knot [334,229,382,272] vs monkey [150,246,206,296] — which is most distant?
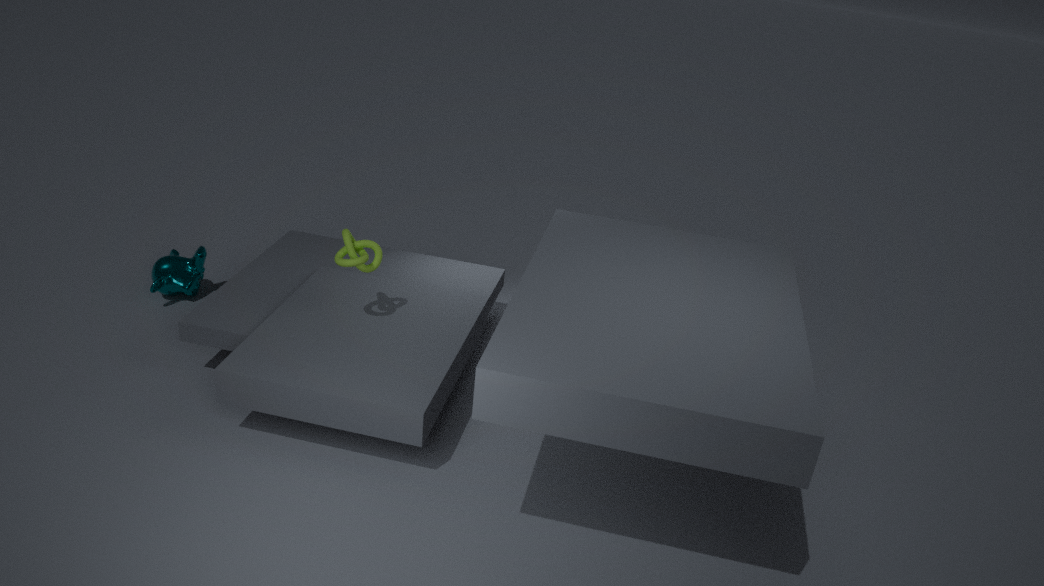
monkey [150,246,206,296]
